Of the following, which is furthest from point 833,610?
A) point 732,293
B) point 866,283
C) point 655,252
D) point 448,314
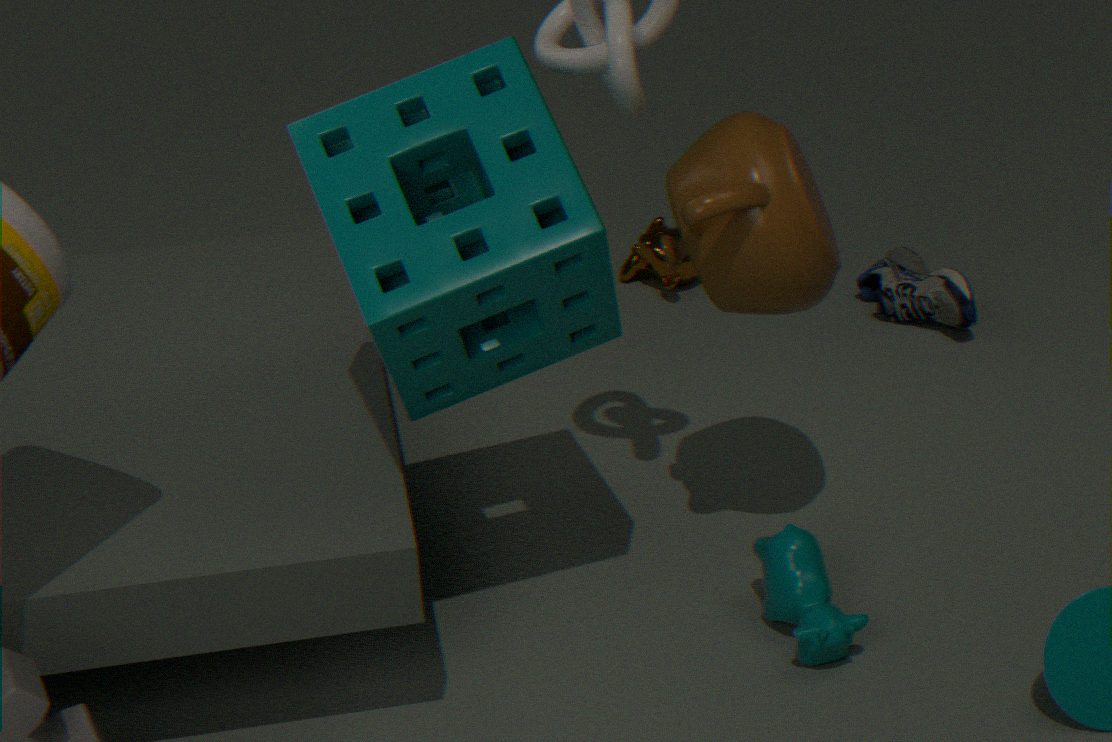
point 655,252
